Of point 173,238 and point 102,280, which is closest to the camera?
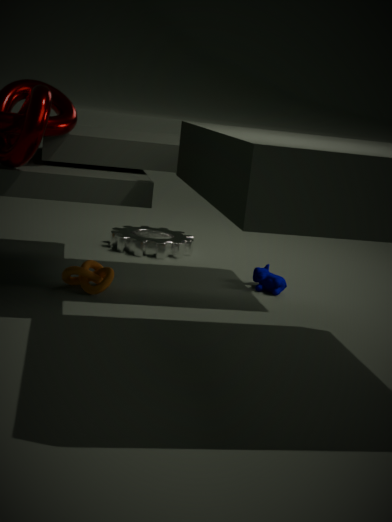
point 102,280
